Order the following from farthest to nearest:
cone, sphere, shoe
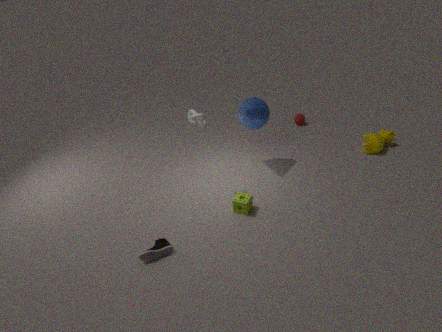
1. sphere
2. cone
3. shoe
